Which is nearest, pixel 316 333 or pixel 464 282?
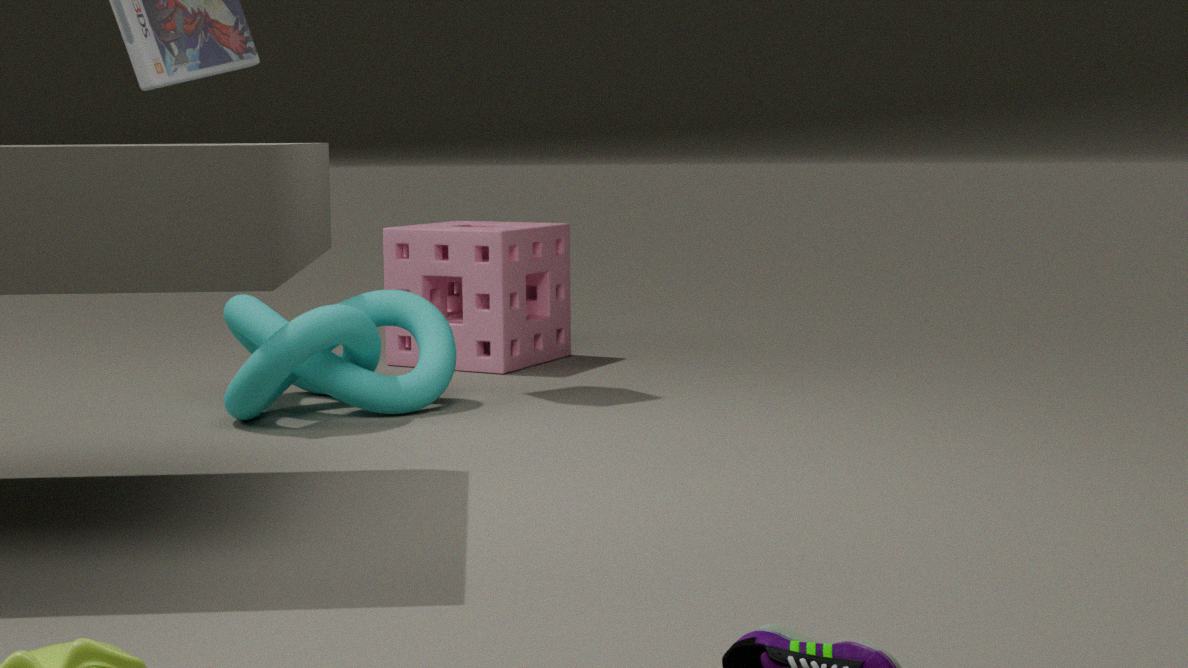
pixel 316 333
